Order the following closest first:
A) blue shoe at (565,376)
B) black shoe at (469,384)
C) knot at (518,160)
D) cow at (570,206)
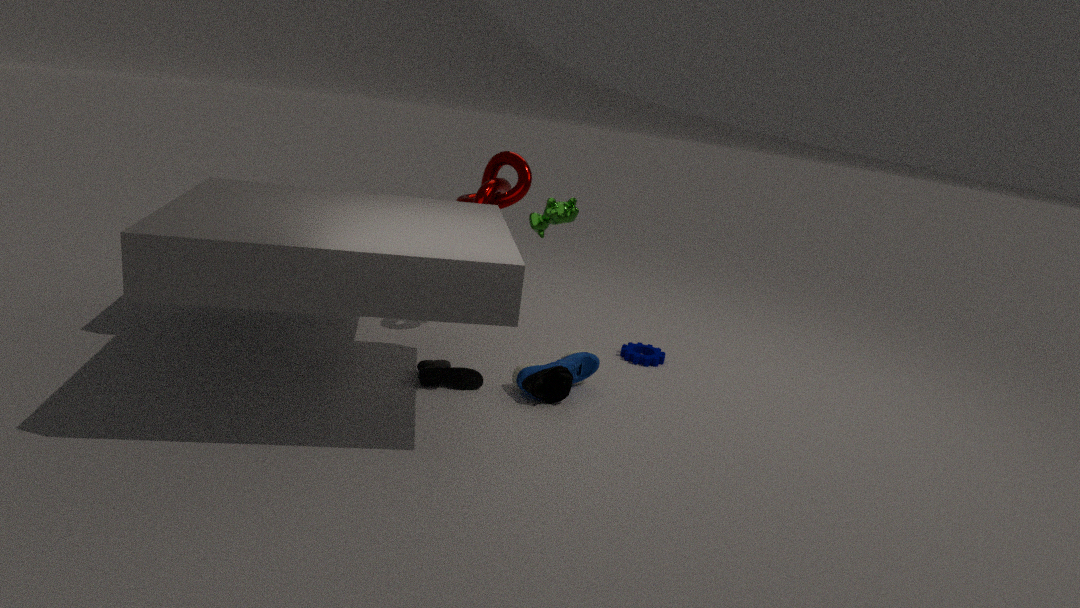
cow at (570,206)
blue shoe at (565,376)
black shoe at (469,384)
knot at (518,160)
